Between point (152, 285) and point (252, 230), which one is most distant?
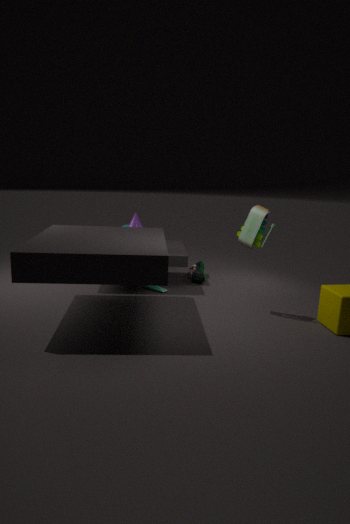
point (152, 285)
